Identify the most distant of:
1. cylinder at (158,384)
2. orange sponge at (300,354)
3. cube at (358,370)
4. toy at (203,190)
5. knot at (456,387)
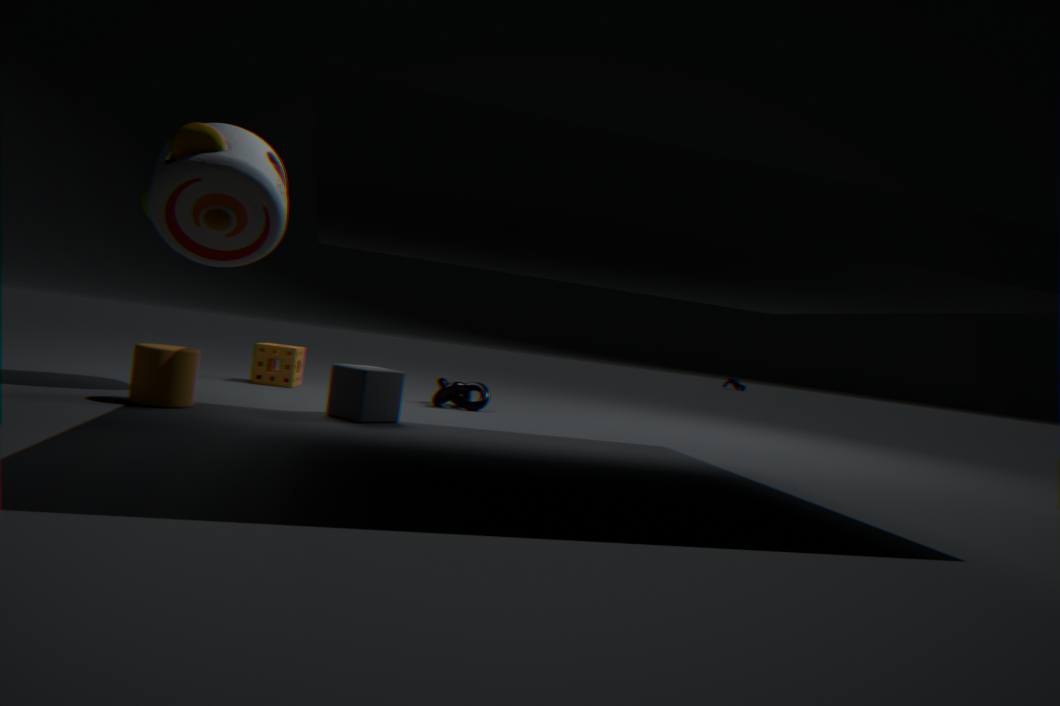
orange sponge at (300,354)
